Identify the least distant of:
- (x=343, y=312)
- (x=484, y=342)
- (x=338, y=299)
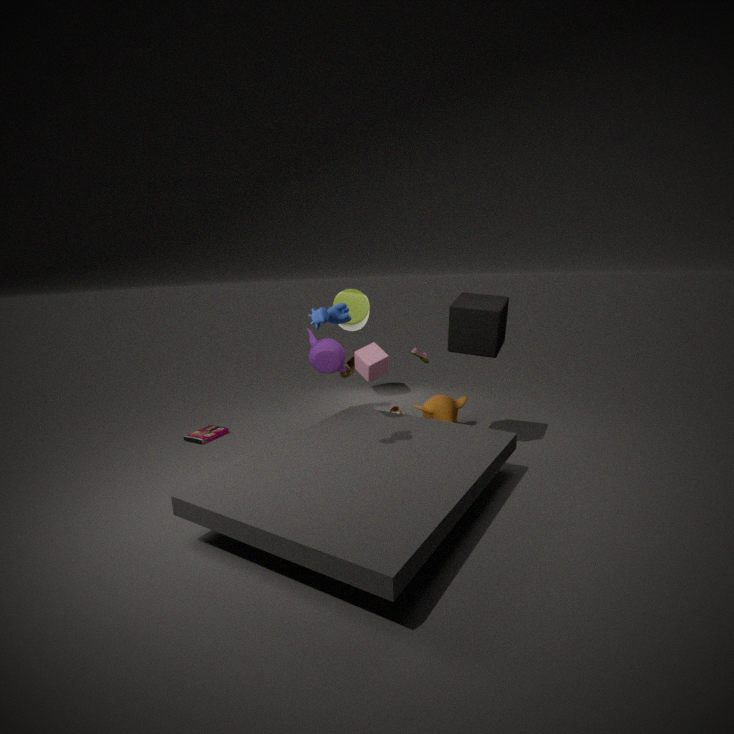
(x=343, y=312)
